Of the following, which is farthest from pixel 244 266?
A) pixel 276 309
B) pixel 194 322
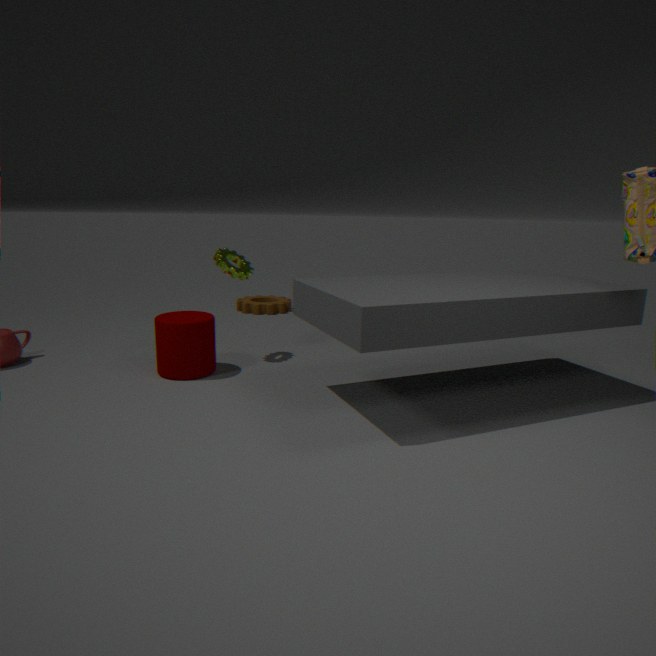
pixel 276 309
